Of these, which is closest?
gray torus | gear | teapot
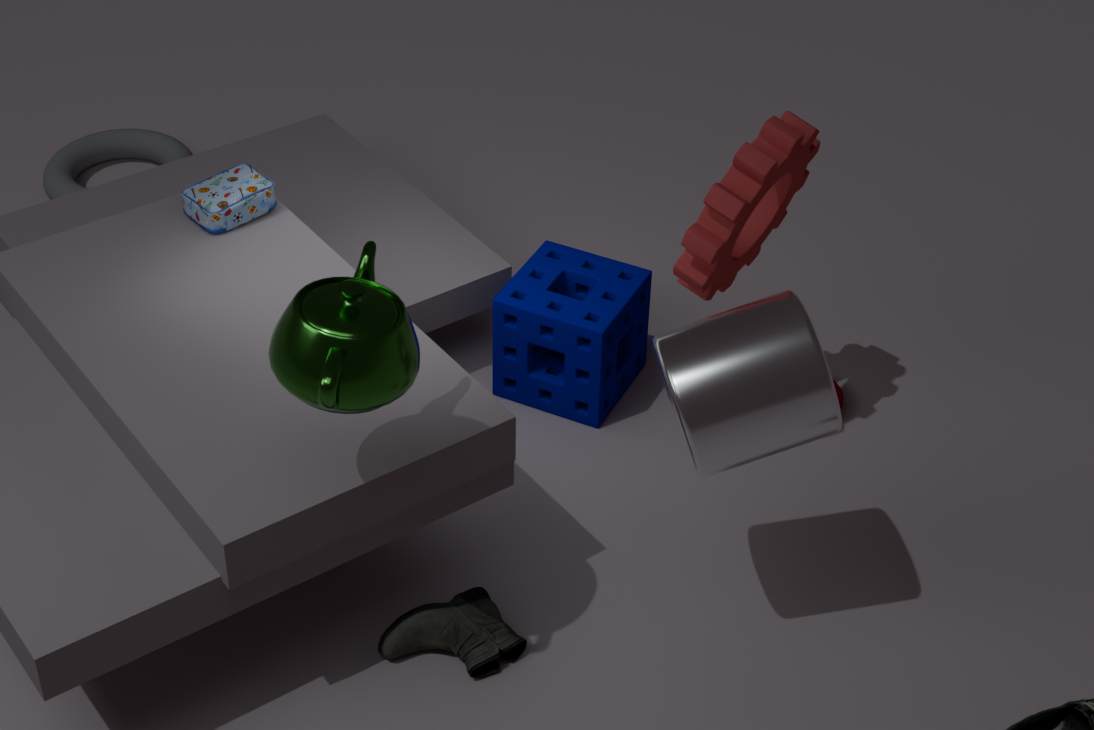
teapot
